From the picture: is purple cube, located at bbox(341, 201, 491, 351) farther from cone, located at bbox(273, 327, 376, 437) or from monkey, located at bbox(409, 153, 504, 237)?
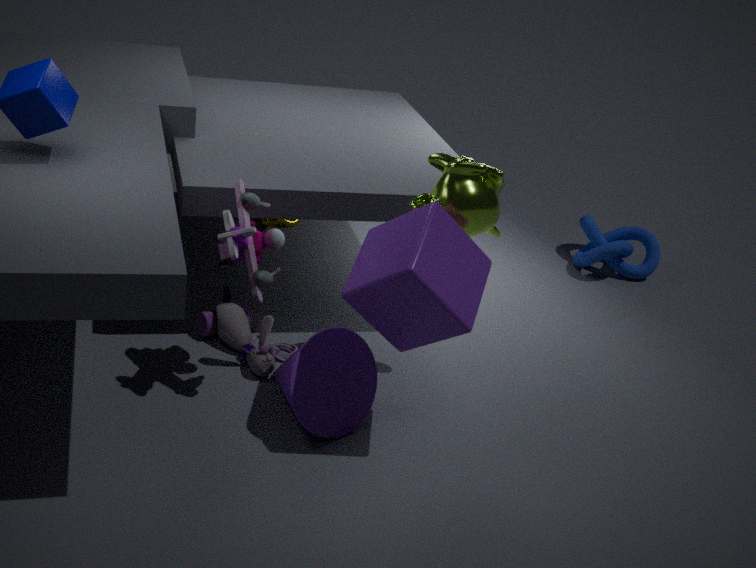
cone, located at bbox(273, 327, 376, 437)
